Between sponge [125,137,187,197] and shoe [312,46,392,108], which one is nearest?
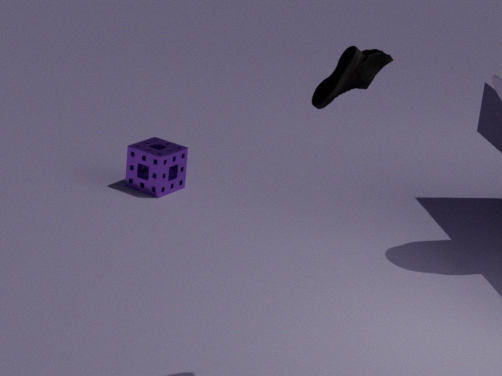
shoe [312,46,392,108]
